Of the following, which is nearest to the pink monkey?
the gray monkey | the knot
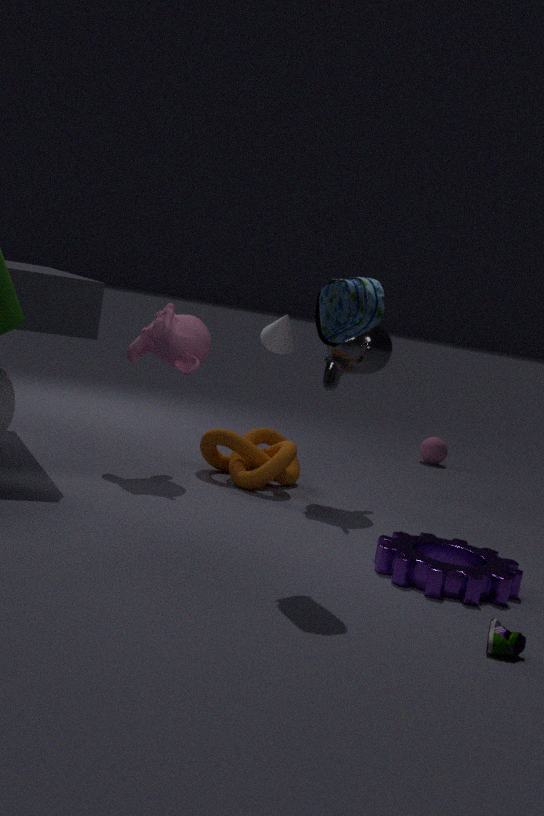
the knot
